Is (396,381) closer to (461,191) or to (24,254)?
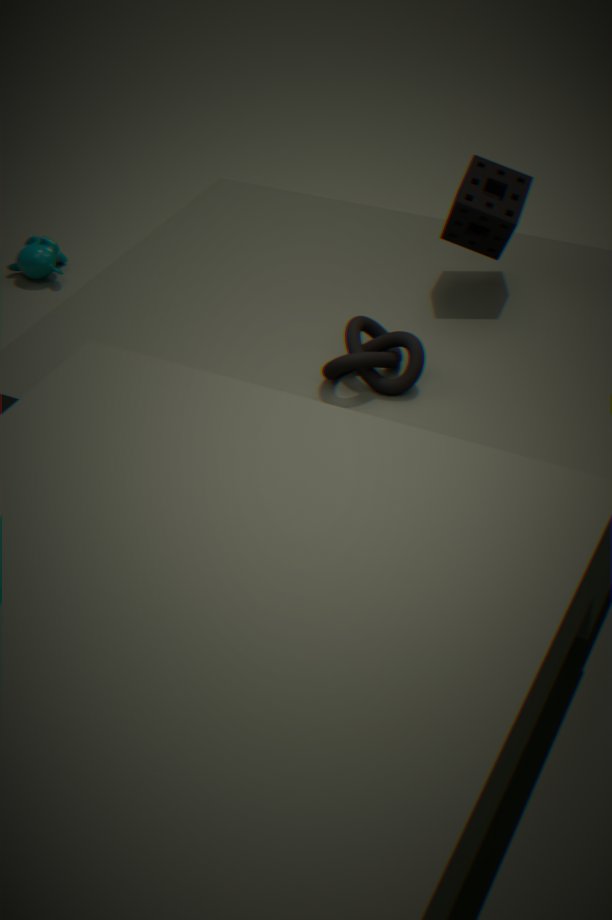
(461,191)
